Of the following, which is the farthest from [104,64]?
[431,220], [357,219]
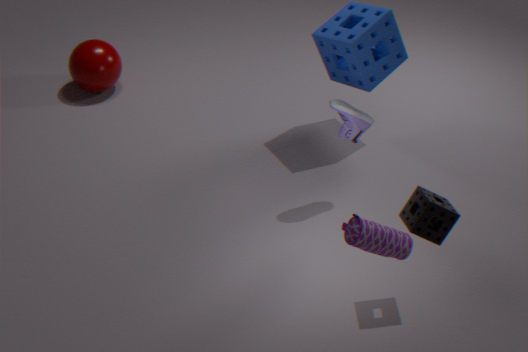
[357,219]
